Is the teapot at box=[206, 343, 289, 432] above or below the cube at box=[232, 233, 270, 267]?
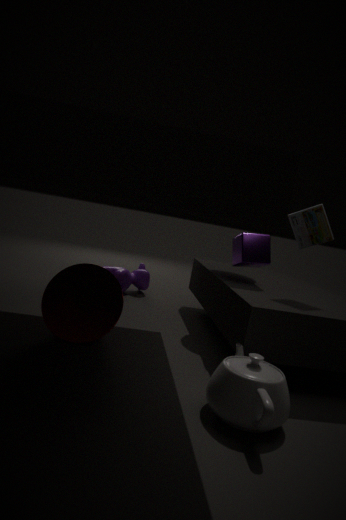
below
